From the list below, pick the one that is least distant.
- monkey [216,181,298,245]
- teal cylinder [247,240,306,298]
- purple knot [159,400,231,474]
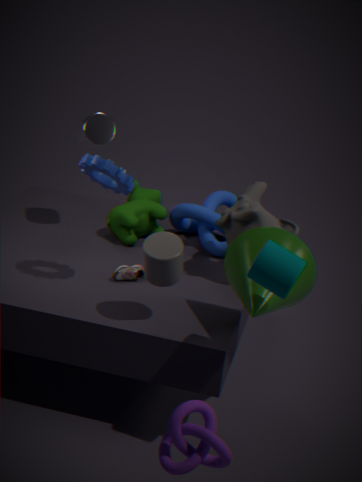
purple knot [159,400,231,474]
